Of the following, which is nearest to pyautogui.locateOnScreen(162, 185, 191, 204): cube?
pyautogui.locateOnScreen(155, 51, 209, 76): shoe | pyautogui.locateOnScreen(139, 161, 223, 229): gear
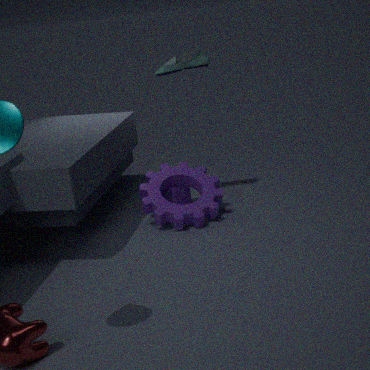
pyautogui.locateOnScreen(139, 161, 223, 229): gear
